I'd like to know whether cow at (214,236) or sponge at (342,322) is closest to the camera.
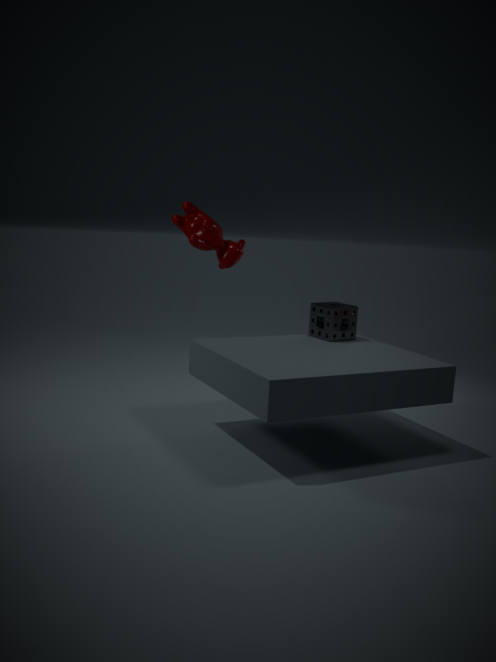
sponge at (342,322)
